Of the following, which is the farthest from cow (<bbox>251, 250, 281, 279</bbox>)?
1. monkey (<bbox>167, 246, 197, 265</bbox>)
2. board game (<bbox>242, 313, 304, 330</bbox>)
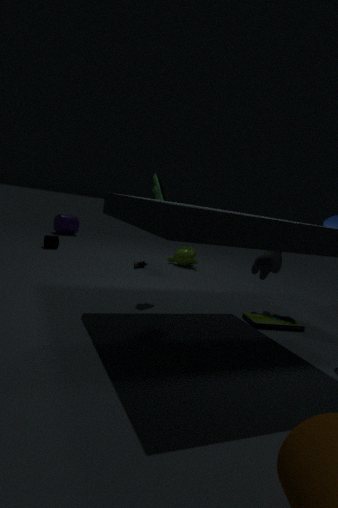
monkey (<bbox>167, 246, 197, 265</bbox>)
